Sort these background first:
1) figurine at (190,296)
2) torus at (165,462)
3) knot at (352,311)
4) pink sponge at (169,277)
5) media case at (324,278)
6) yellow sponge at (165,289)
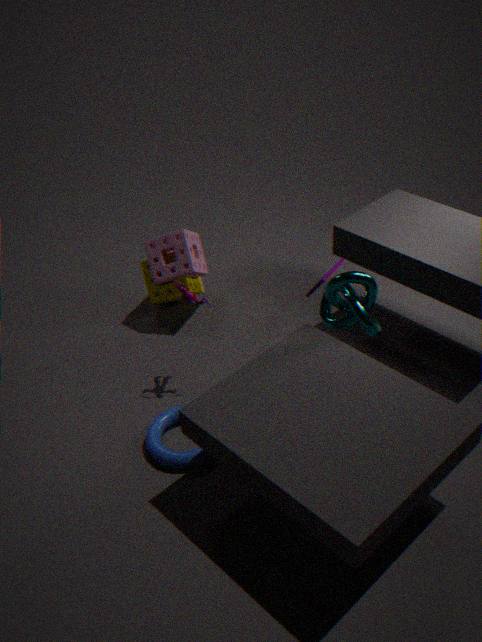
6. yellow sponge at (165,289) < 4. pink sponge at (169,277) < 5. media case at (324,278) < 1. figurine at (190,296) < 3. knot at (352,311) < 2. torus at (165,462)
